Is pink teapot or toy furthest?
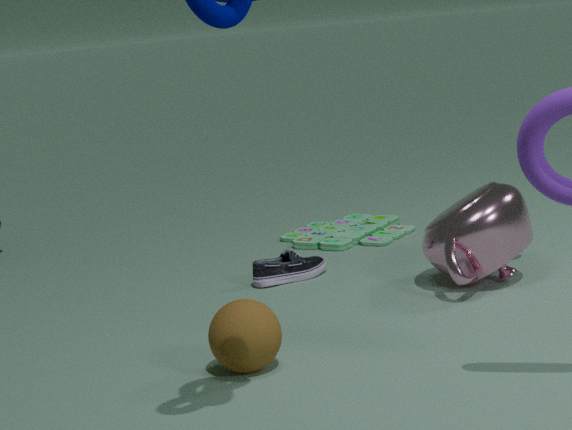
toy
